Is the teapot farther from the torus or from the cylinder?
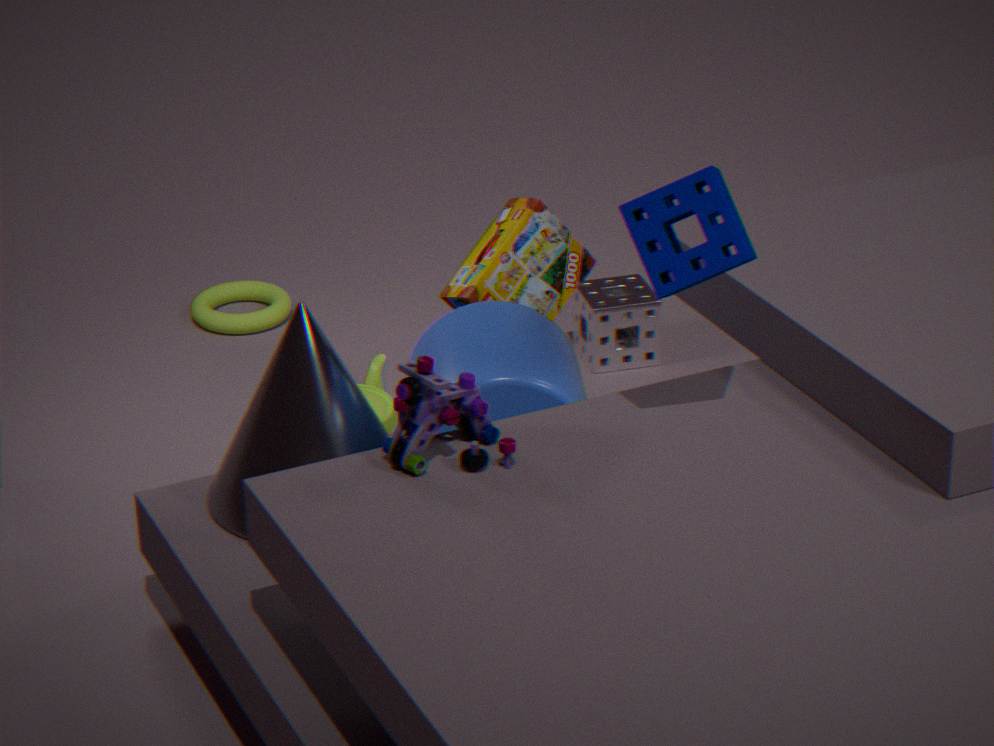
the torus
